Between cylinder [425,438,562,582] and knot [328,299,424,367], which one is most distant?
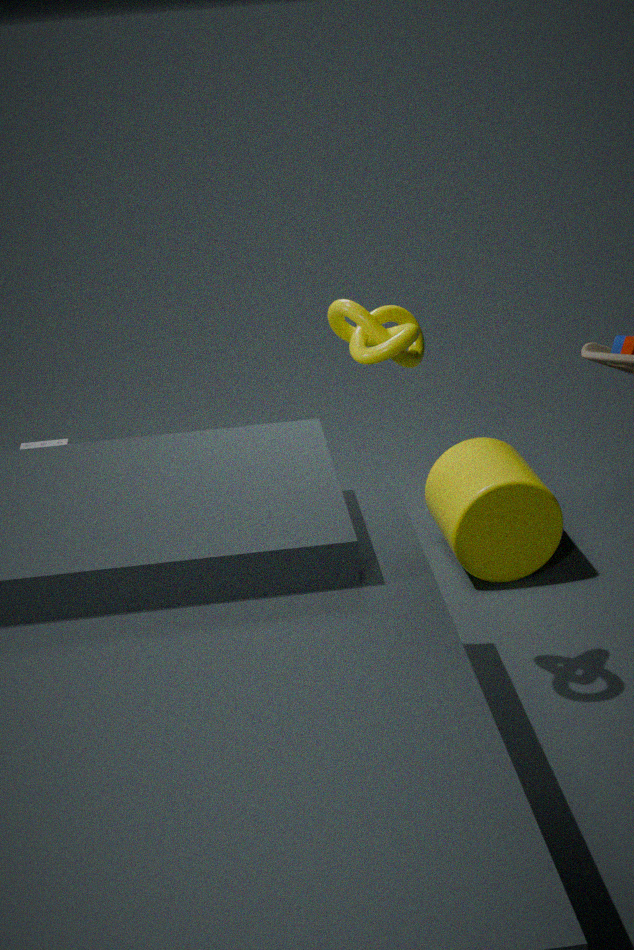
cylinder [425,438,562,582]
